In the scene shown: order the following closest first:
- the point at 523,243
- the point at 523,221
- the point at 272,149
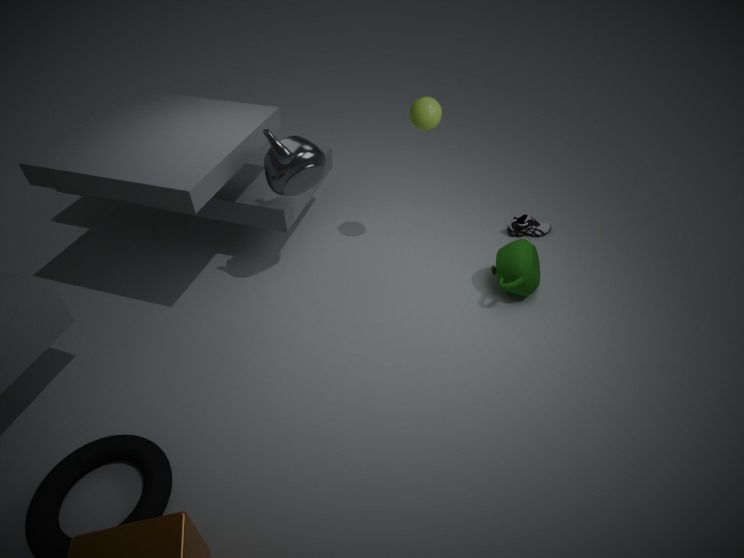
the point at 272,149 → the point at 523,243 → the point at 523,221
